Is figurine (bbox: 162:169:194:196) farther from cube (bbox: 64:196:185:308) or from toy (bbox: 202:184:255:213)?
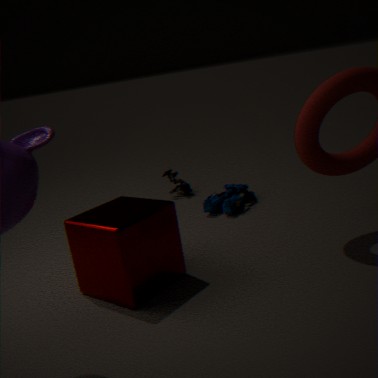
cube (bbox: 64:196:185:308)
